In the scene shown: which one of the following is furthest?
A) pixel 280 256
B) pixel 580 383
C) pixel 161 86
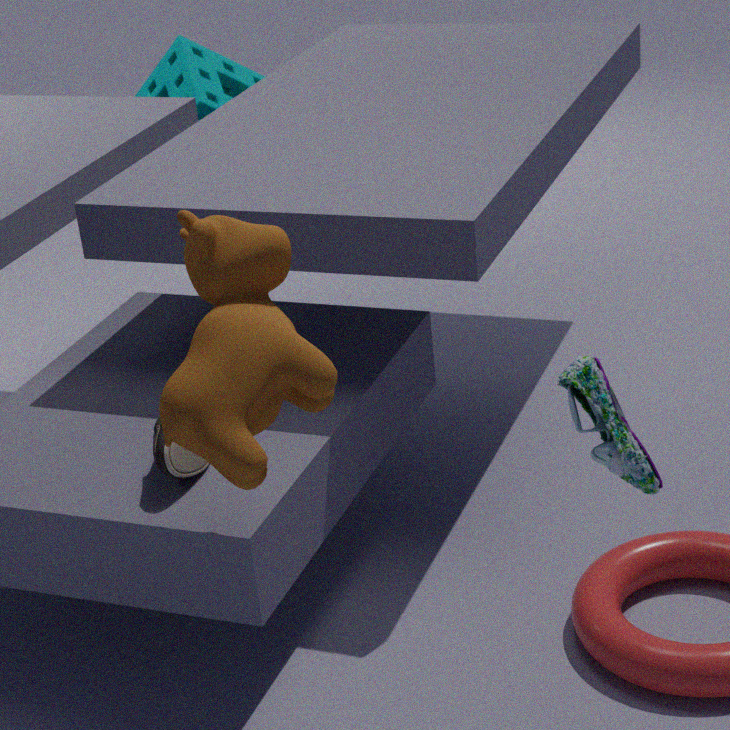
pixel 161 86
